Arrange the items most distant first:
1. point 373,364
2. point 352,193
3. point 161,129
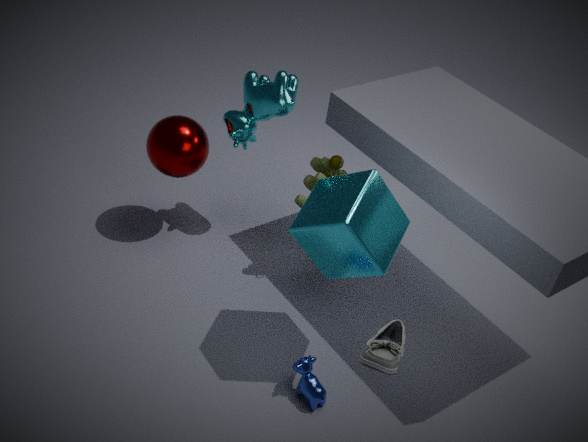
point 161,129 → point 352,193 → point 373,364
